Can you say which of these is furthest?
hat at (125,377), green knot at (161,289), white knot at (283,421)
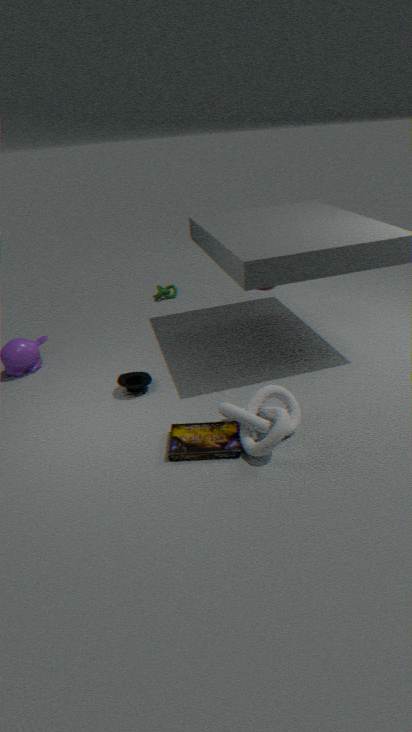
green knot at (161,289)
